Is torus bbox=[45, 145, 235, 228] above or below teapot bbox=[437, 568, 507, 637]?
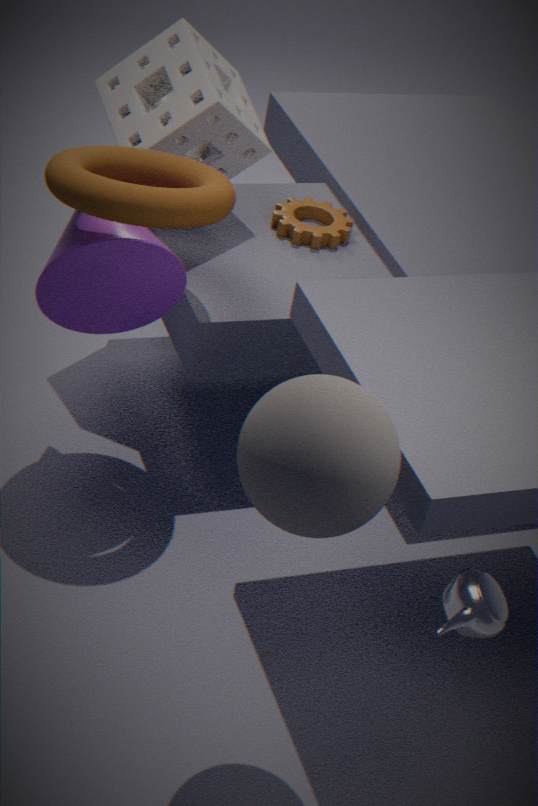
above
